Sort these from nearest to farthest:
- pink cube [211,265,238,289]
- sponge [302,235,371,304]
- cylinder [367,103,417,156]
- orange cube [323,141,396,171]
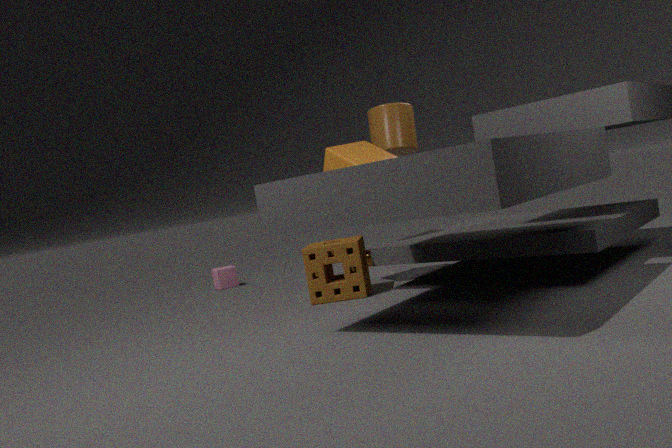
sponge [302,235,371,304]
orange cube [323,141,396,171]
cylinder [367,103,417,156]
pink cube [211,265,238,289]
